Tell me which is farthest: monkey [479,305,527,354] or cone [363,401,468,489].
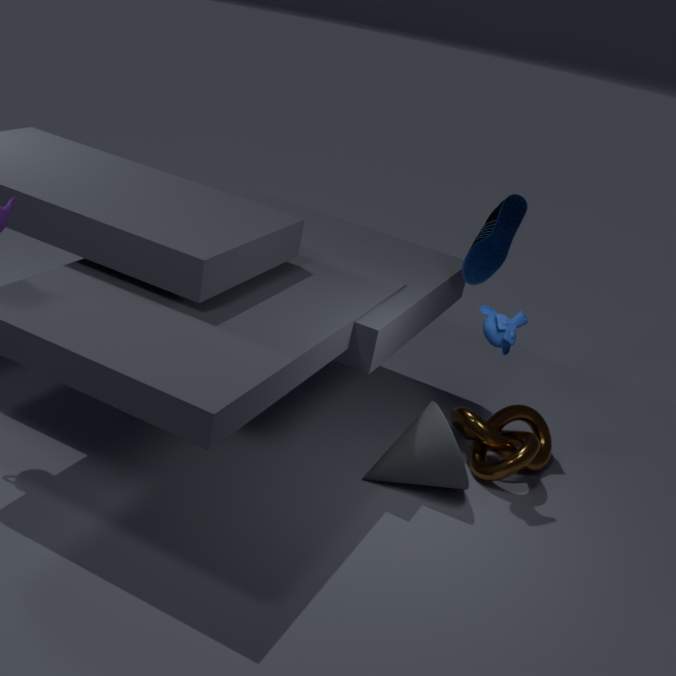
monkey [479,305,527,354]
